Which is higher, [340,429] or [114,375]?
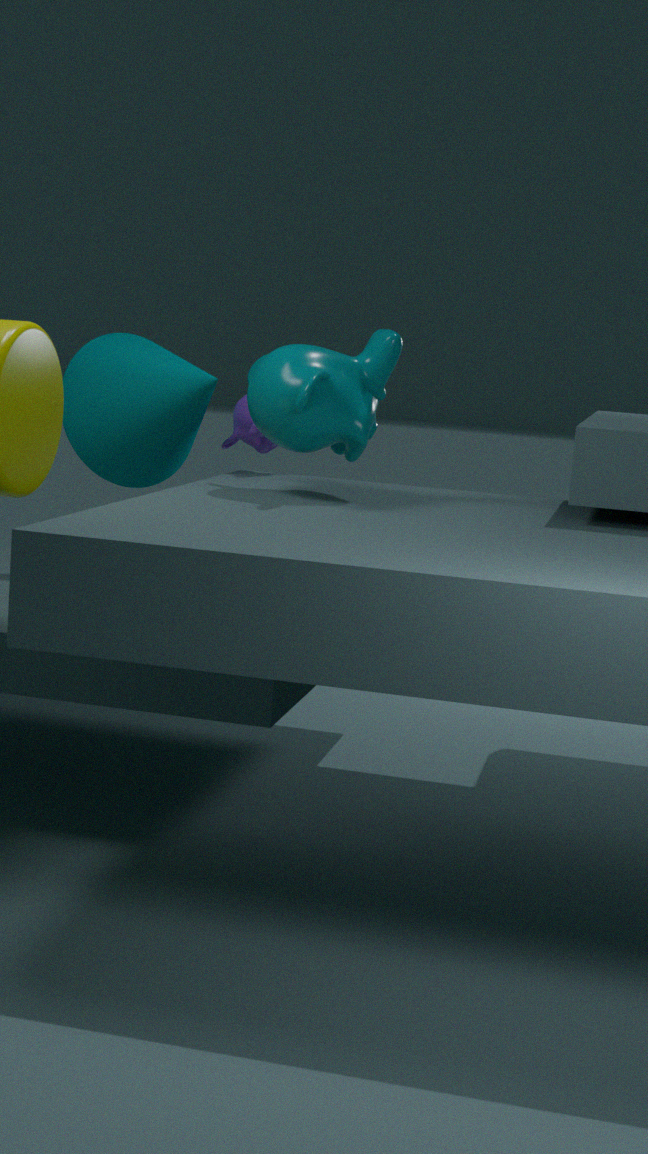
[340,429]
